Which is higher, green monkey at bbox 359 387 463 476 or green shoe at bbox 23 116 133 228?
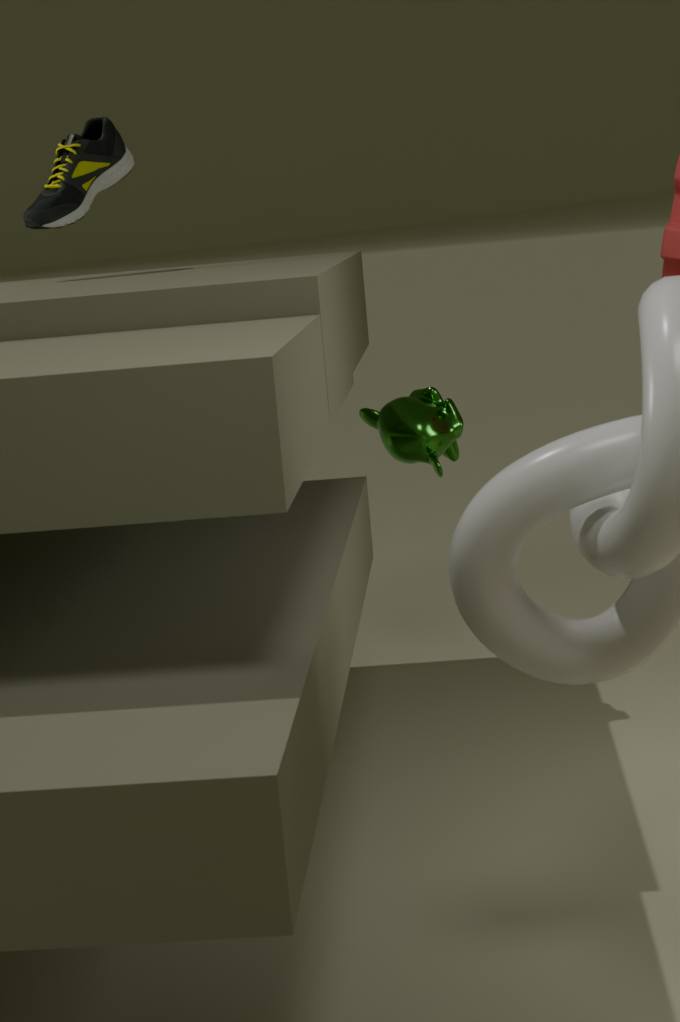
green shoe at bbox 23 116 133 228
